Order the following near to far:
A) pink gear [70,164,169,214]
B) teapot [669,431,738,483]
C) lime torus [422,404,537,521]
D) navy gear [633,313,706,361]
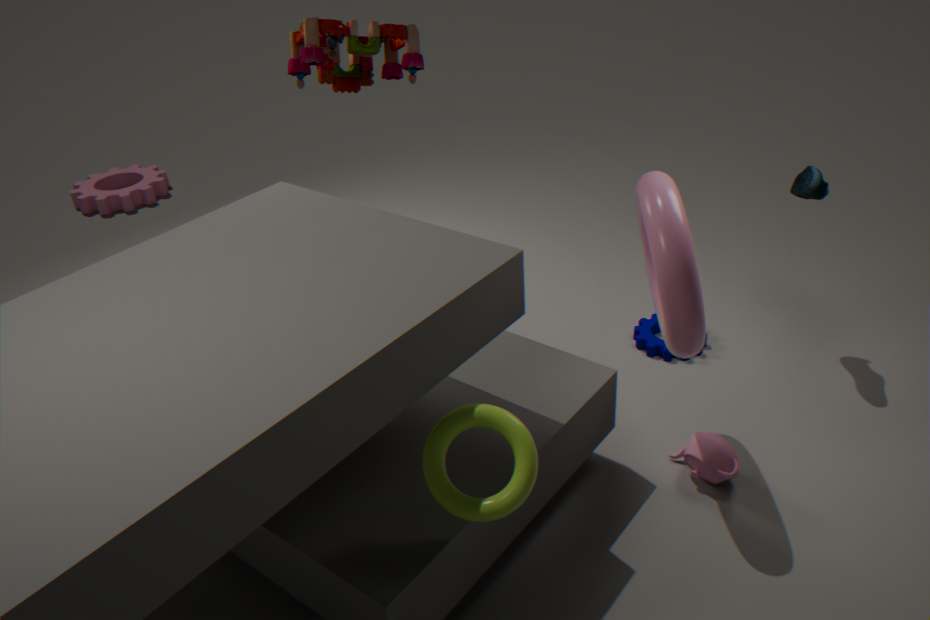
lime torus [422,404,537,521], teapot [669,431,738,483], navy gear [633,313,706,361], pink gear [70,164,169,214]
